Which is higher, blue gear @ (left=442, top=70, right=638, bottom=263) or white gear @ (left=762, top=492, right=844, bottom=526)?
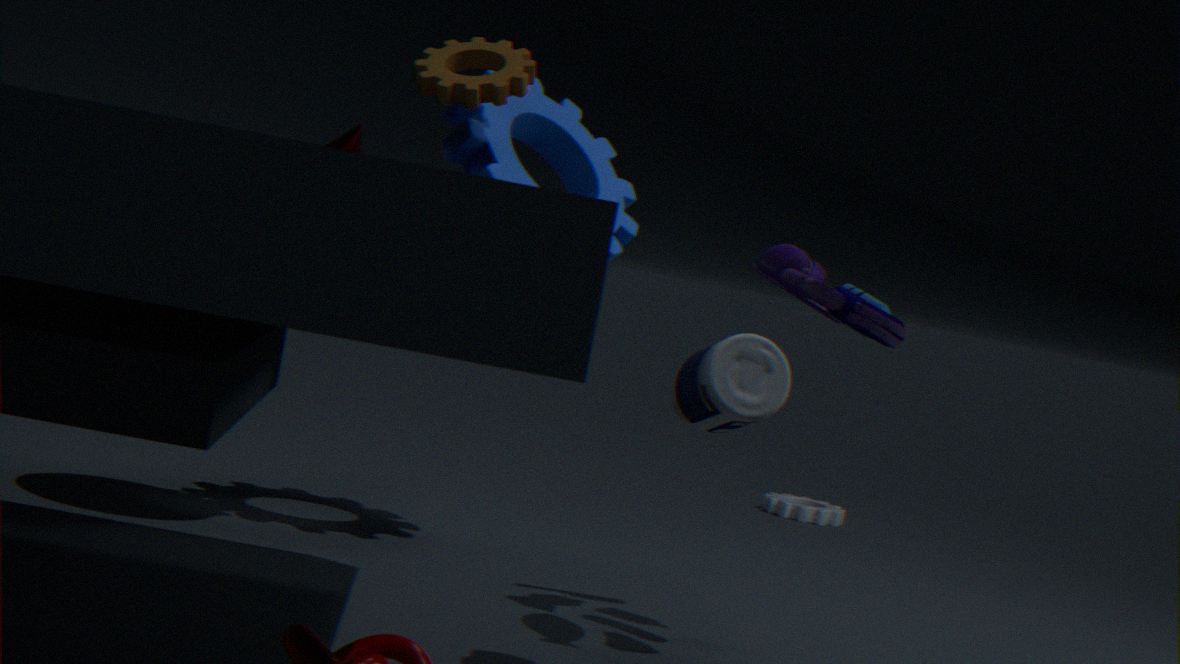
blue gear @ (left=442, top=70, right=638, bottom=263)
